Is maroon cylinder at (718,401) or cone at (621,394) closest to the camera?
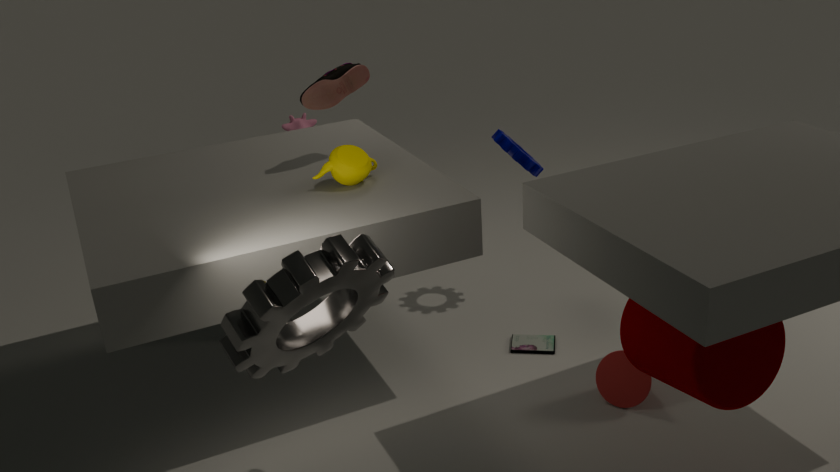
maroon cylinder at (718,401)
